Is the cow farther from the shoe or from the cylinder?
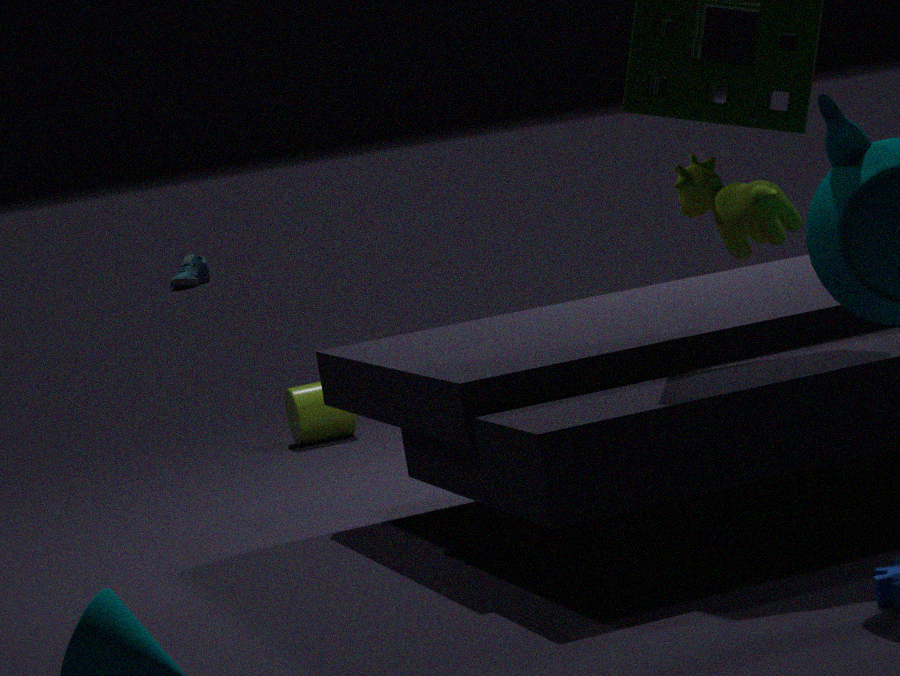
the shoe
